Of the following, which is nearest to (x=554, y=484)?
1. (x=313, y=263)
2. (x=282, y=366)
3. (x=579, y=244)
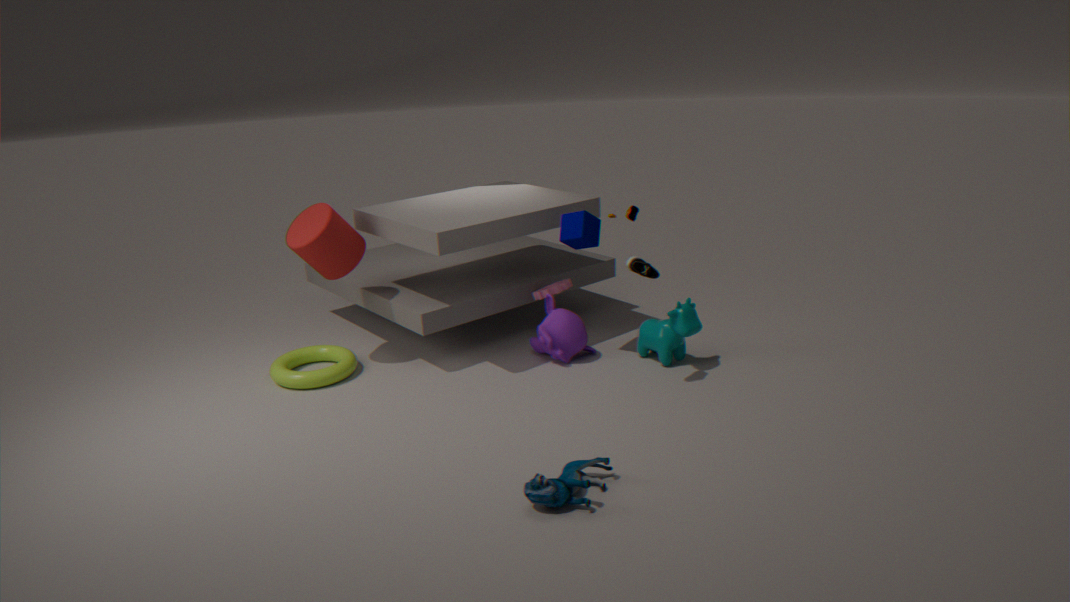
(x=579, y=244)
